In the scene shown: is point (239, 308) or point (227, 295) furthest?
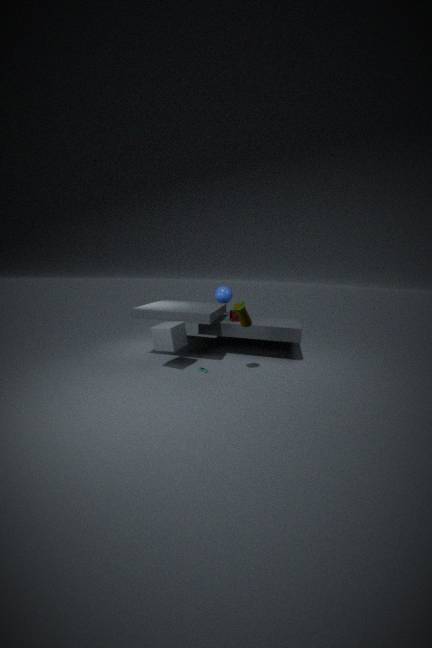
point (227, 295)
